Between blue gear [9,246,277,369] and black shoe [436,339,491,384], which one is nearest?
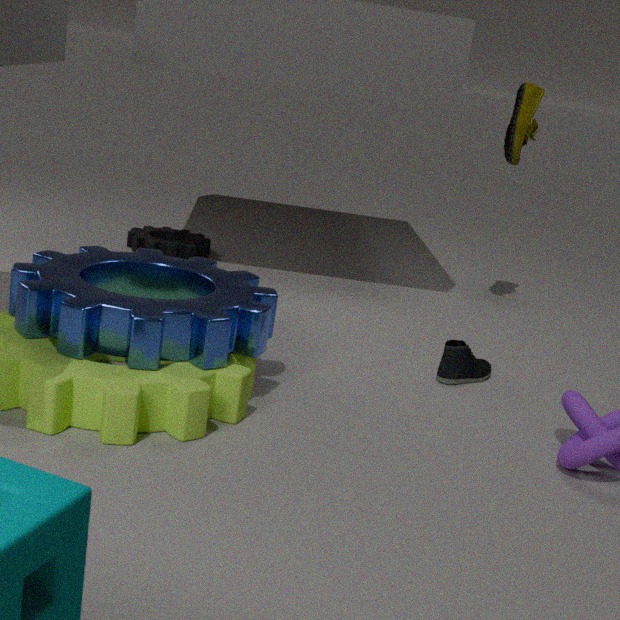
blue gear [9,246,277,369]
